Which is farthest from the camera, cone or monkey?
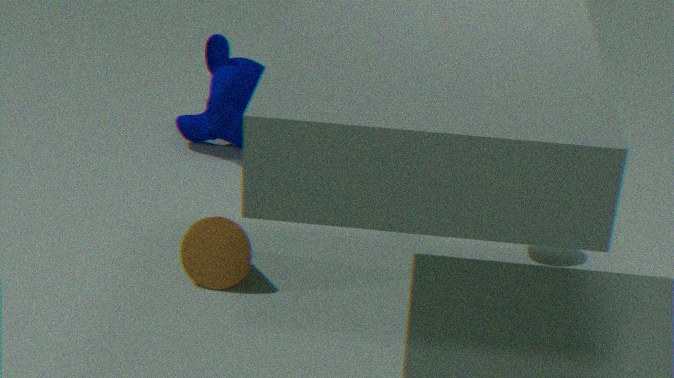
monkey
